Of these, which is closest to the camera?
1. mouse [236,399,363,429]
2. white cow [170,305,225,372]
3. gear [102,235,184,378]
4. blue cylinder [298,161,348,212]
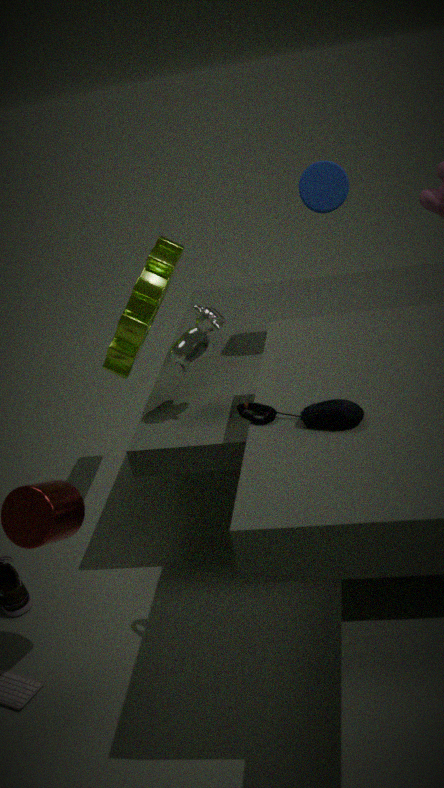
mouse [236,399,363,429]
